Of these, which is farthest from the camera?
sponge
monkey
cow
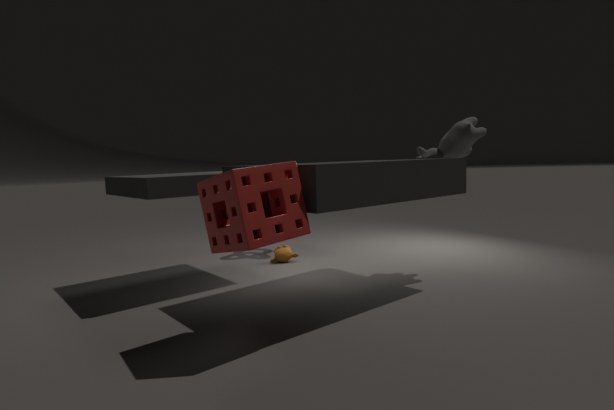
monkey
